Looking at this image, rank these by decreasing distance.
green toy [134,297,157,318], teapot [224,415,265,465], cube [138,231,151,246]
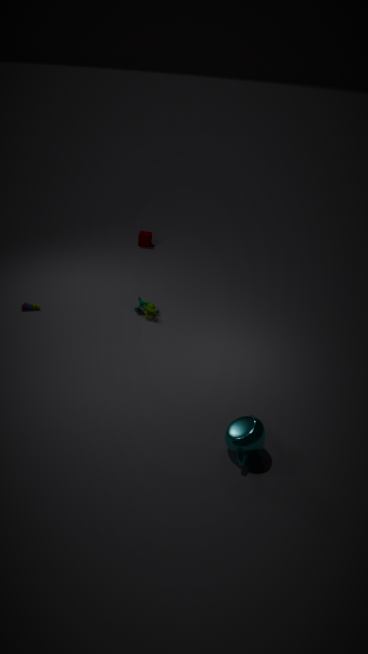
cube [138,231,151,246] < green toy [134,297,157,318] < teapot [224,415,265,465]
